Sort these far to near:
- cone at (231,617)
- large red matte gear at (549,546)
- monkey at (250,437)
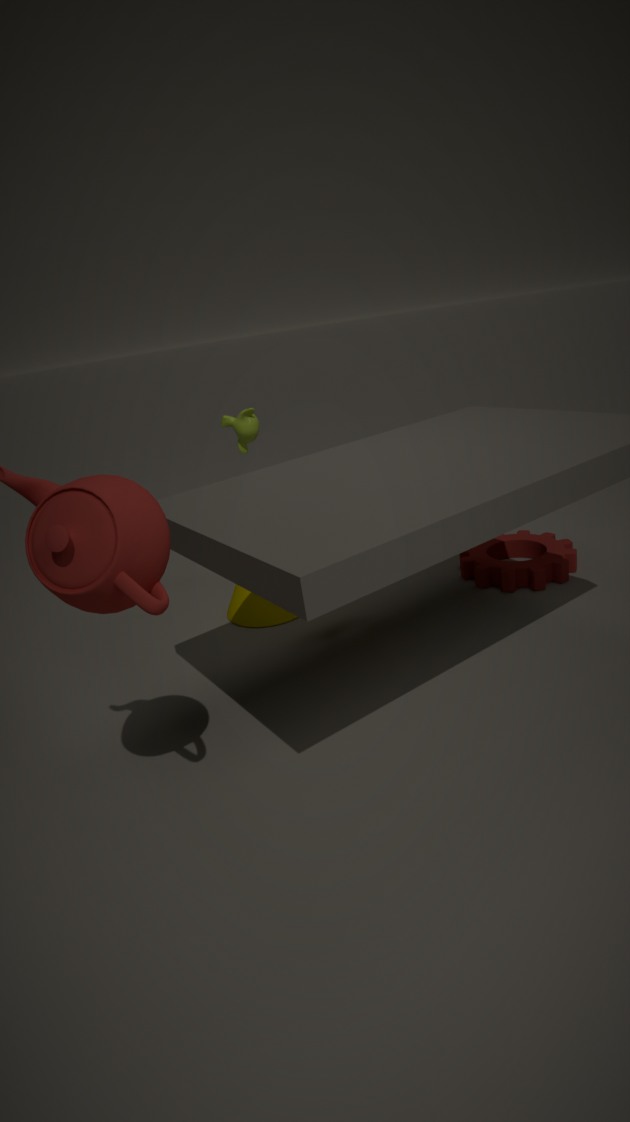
monkey at (250,437) < cone at (231,617) < large red matte gear at (549,546)
